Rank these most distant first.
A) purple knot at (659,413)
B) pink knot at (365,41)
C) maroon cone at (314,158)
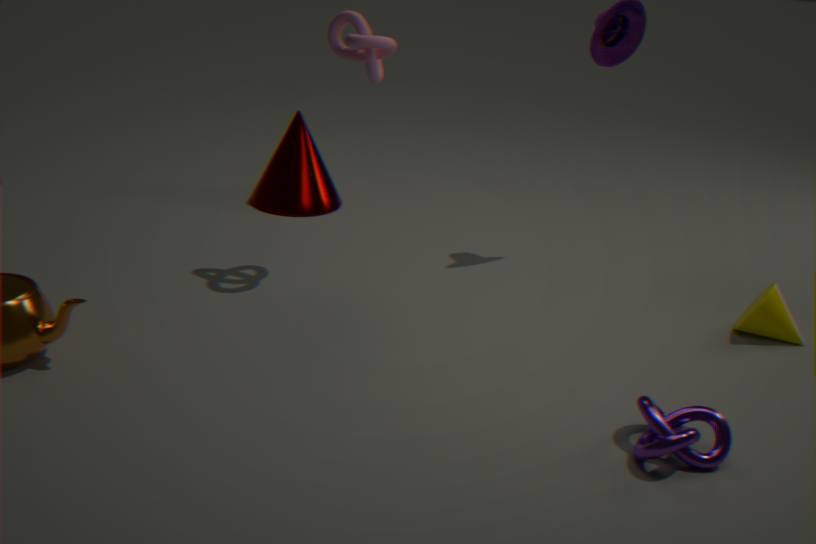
maroon cone at (314,158)
pink knot at (365,41)
purple knot at (659,413)
